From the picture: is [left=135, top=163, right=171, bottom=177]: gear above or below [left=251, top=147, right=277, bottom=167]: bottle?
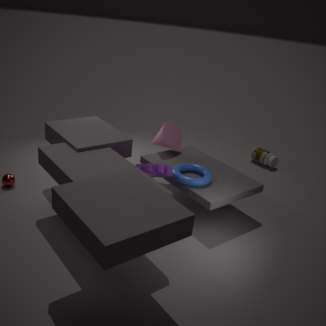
above
